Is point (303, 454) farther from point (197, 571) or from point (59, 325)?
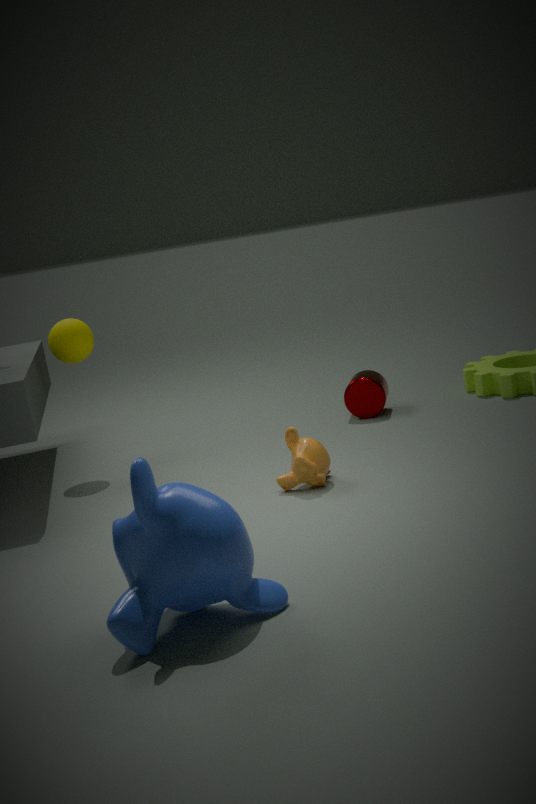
point (59, 325)
